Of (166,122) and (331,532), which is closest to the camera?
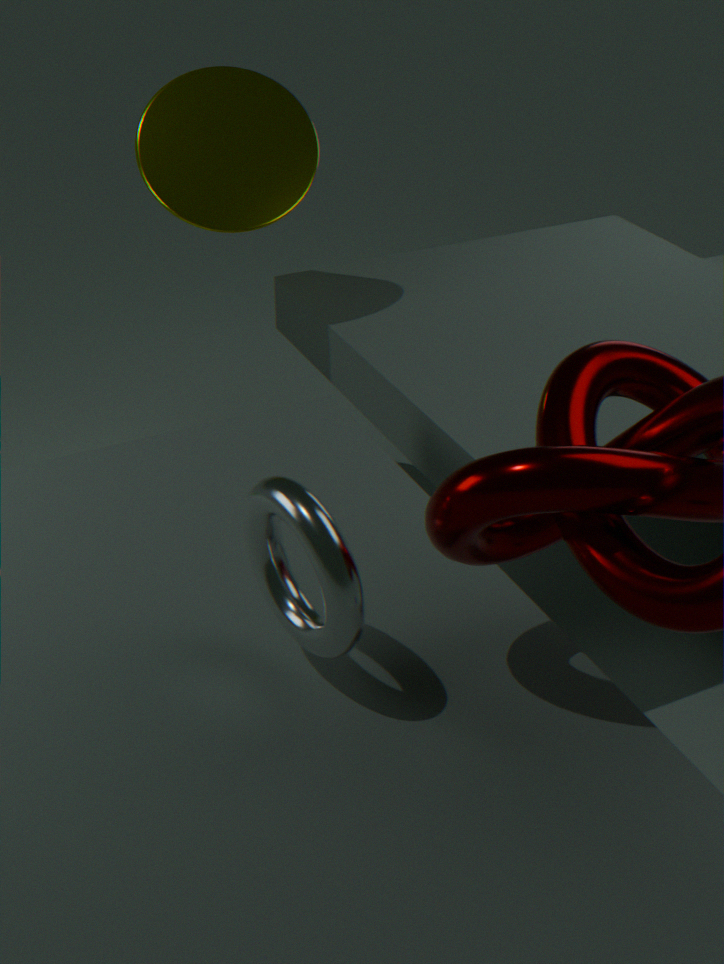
(331,532)
